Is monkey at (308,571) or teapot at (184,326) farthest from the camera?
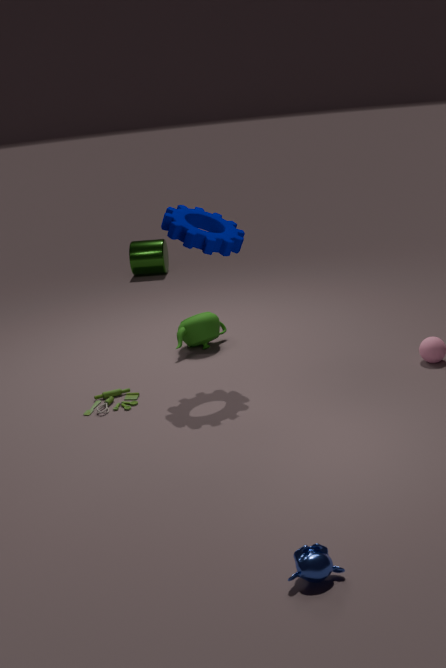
teapot at (184,326)
